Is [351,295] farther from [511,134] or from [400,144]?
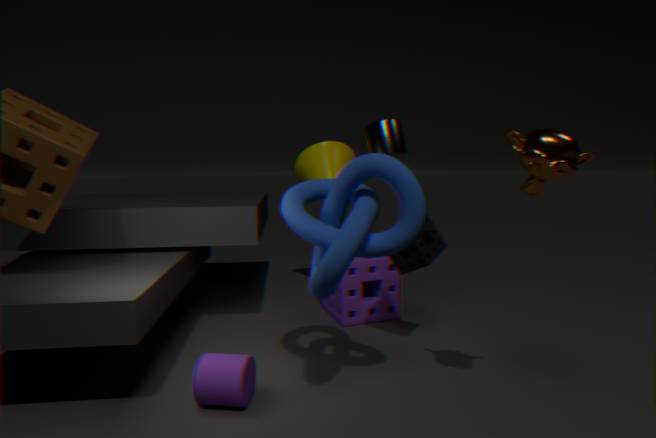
[511,134]
